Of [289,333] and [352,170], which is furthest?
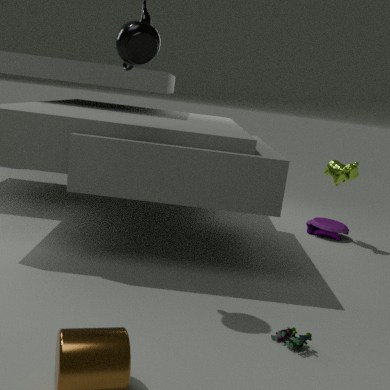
[352,170]
